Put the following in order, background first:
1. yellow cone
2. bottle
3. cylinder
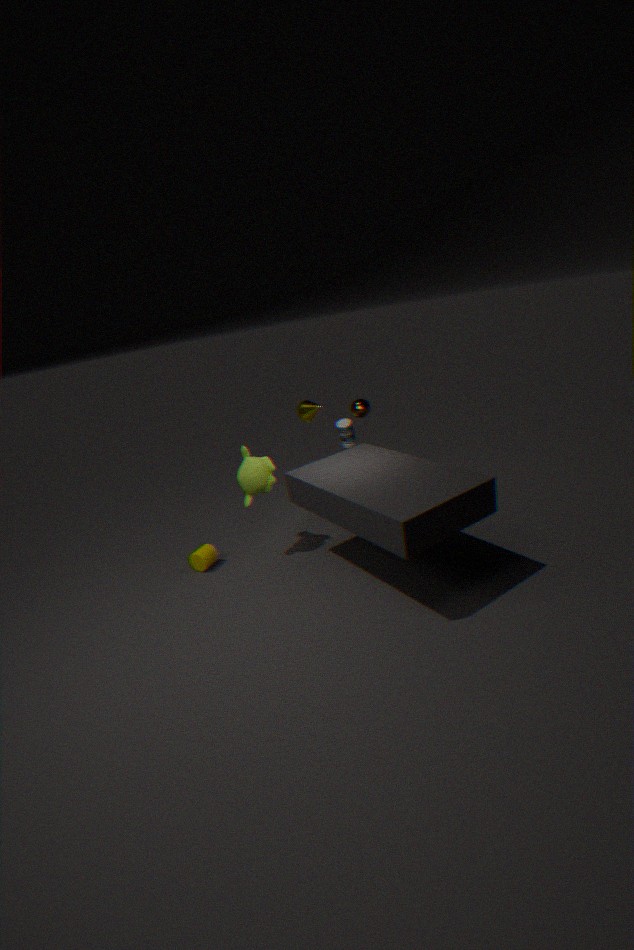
bottle, yellow cone, cylinder
